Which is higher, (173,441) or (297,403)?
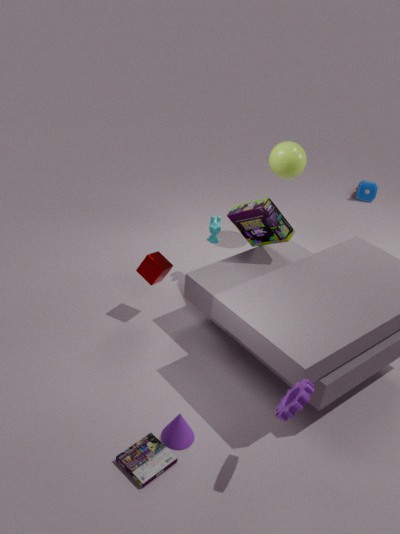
(297,403)
